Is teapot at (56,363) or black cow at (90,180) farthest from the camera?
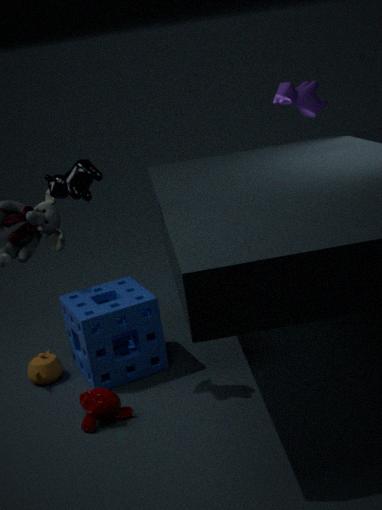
teapot at (56,363)
